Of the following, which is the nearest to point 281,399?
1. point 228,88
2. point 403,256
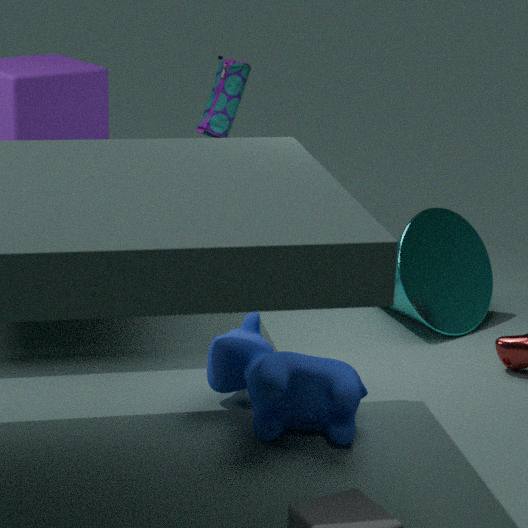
point 403,256
